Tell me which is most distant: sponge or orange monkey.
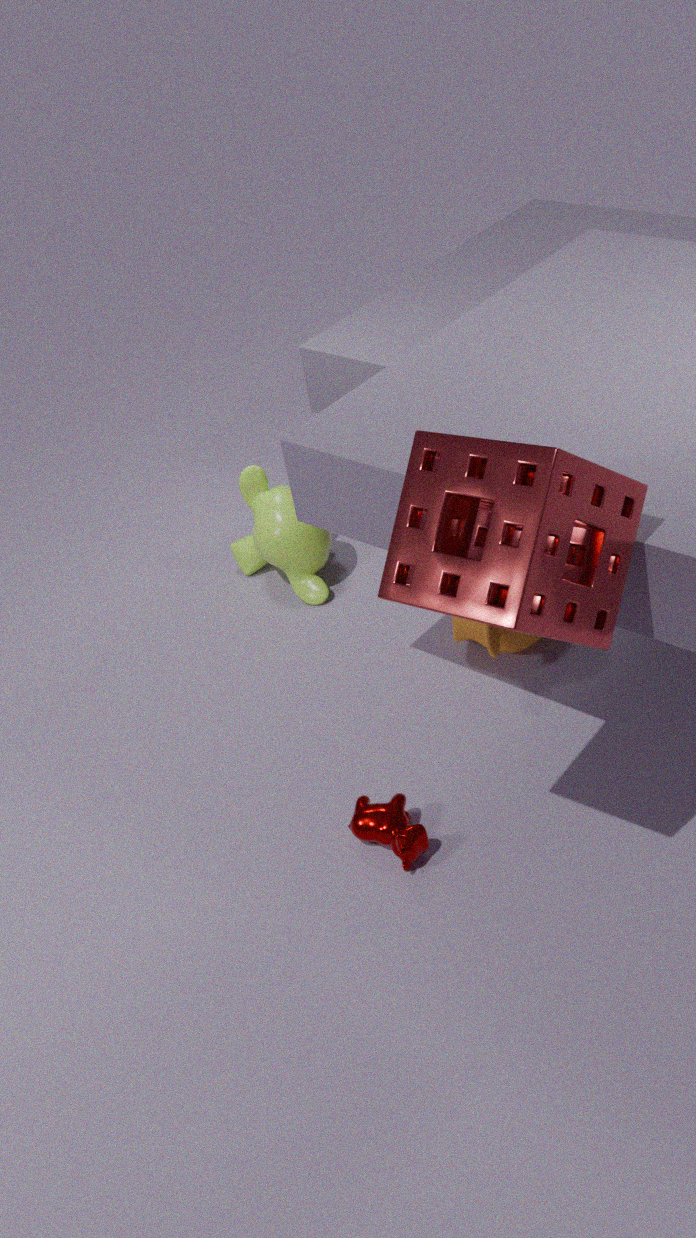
orange monkey
